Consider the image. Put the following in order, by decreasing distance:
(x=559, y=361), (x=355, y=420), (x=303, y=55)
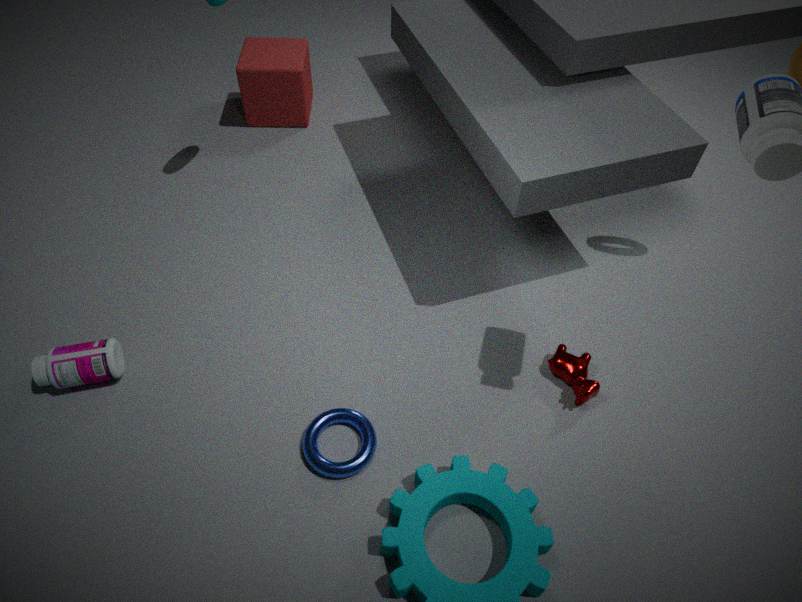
(x=303, y=55), (x=559, y=361), (x=355, y=420)
